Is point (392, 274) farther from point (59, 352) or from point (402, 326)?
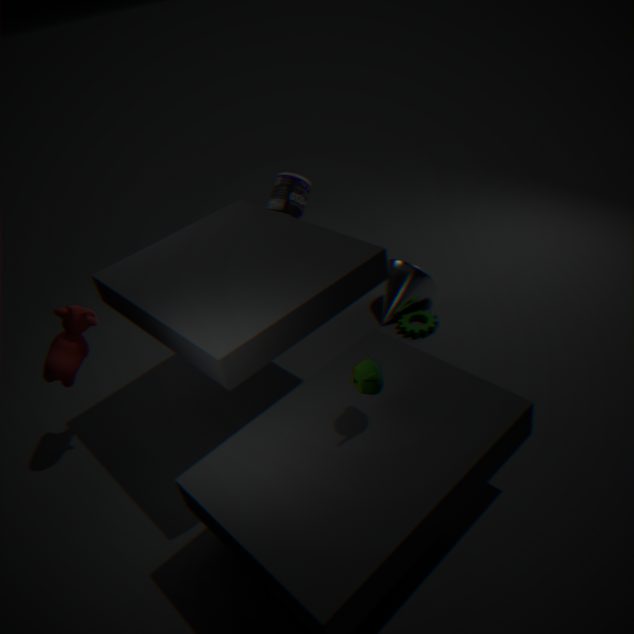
point (59, 352)
